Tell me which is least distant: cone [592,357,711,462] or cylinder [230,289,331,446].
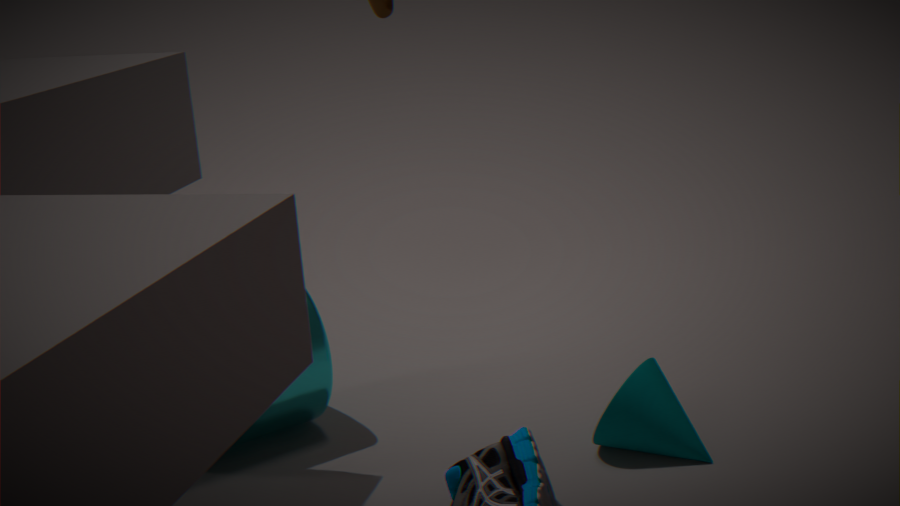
cone [592,357,711,462]
